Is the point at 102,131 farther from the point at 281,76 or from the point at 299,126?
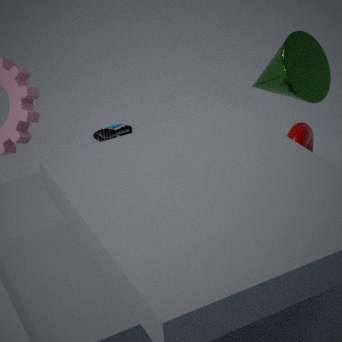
the point at 299,126
